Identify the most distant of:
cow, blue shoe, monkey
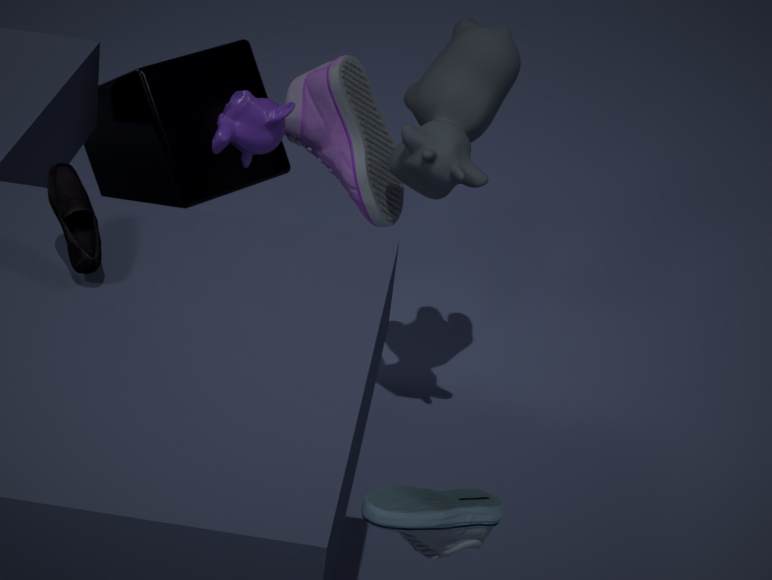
cow
